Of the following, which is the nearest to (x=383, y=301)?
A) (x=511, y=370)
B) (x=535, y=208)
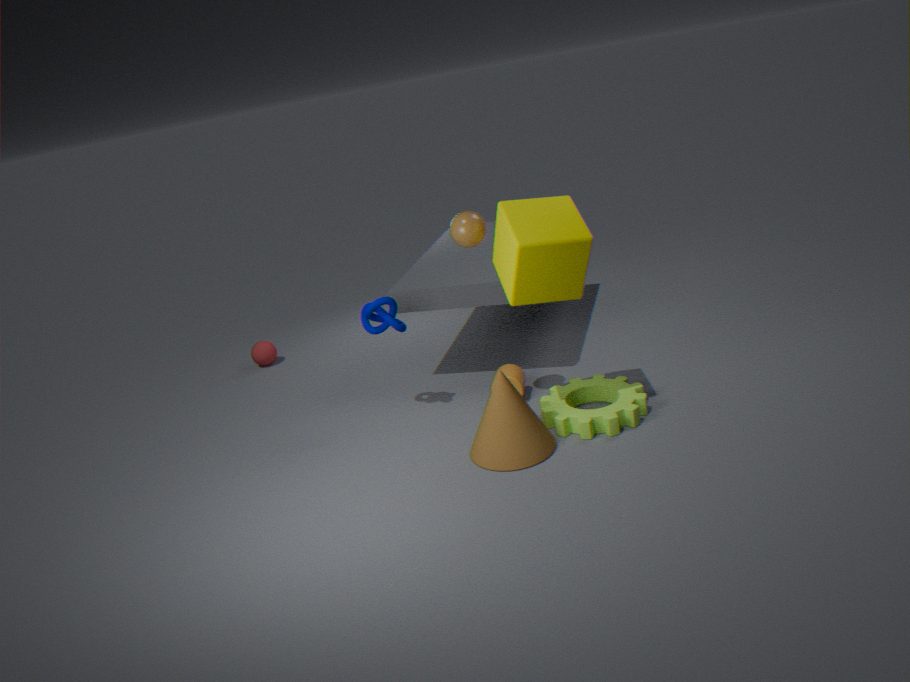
(x=511, y=370)
